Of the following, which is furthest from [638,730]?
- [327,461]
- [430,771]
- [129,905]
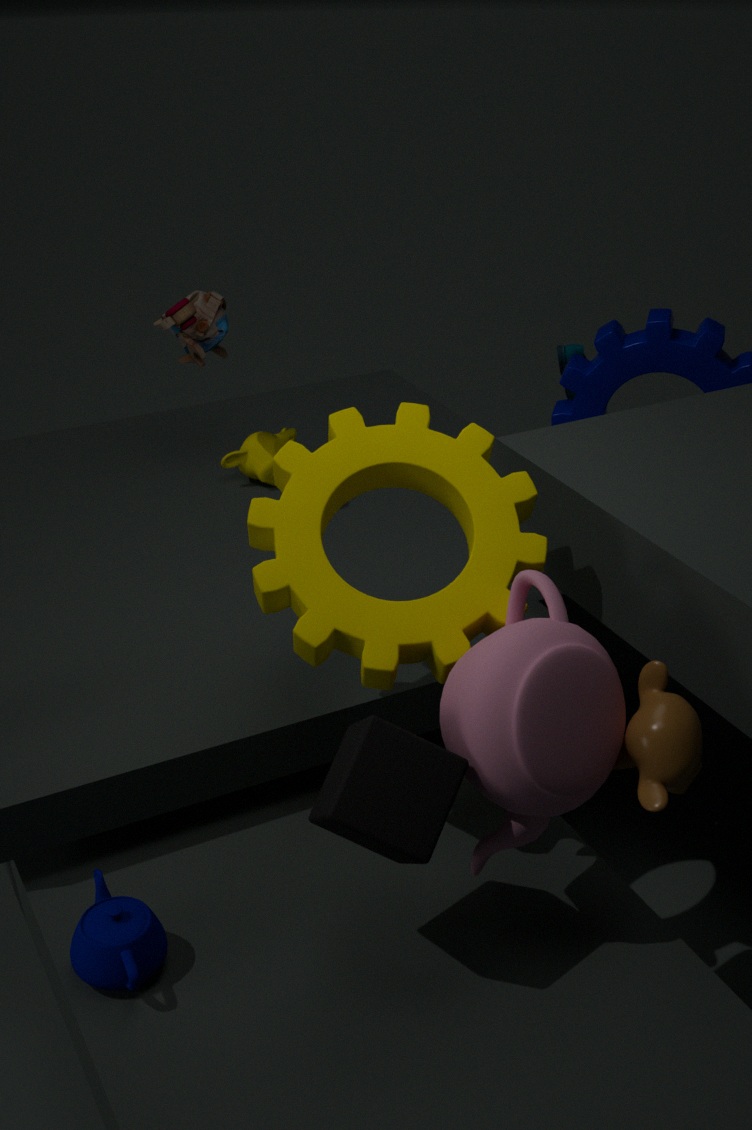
[129,905]
